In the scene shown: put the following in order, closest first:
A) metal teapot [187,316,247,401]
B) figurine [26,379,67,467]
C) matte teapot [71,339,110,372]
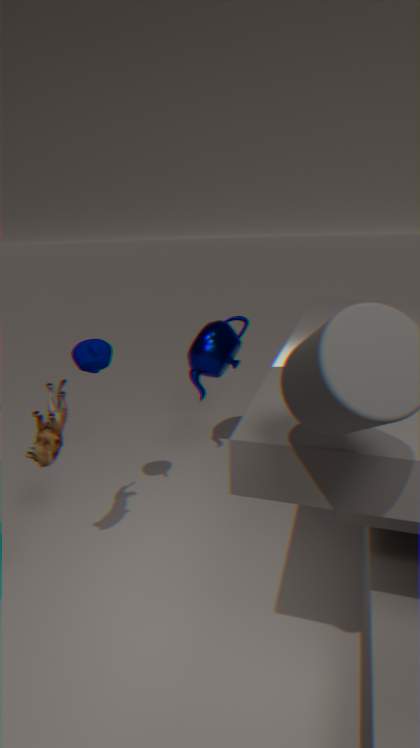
figurine [26,379,67,467] < matte teapot [71,339,110,372] < metal teapot [187,316,247,401]
